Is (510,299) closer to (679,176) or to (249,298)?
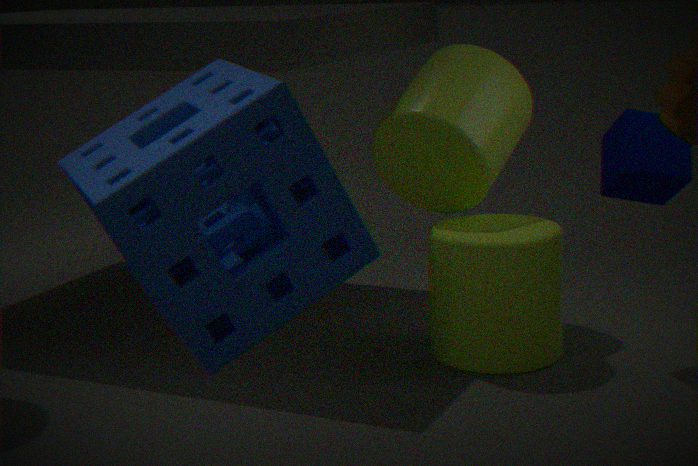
(679,176)
